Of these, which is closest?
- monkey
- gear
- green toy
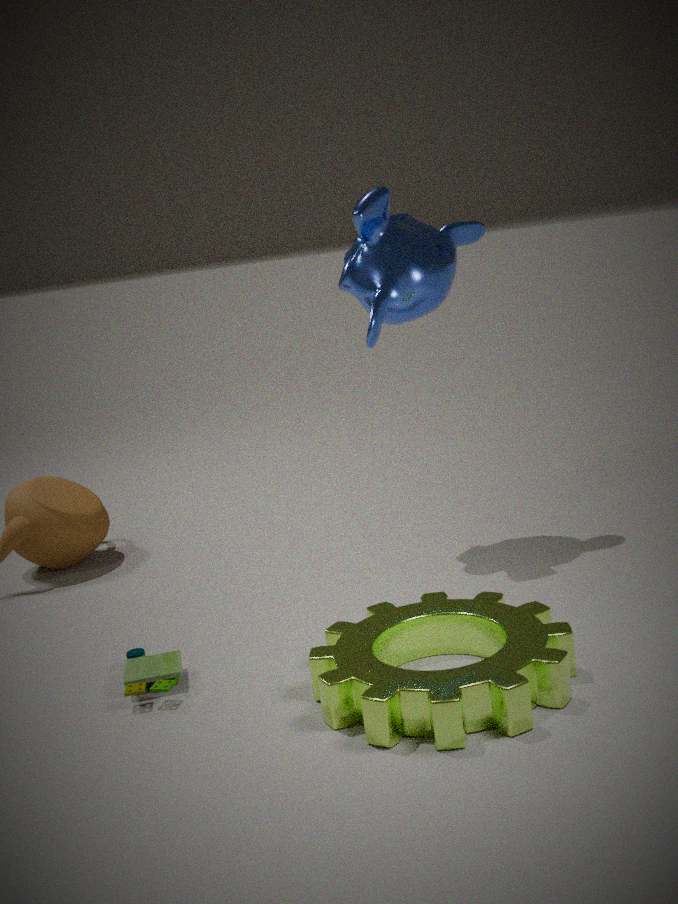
gear
